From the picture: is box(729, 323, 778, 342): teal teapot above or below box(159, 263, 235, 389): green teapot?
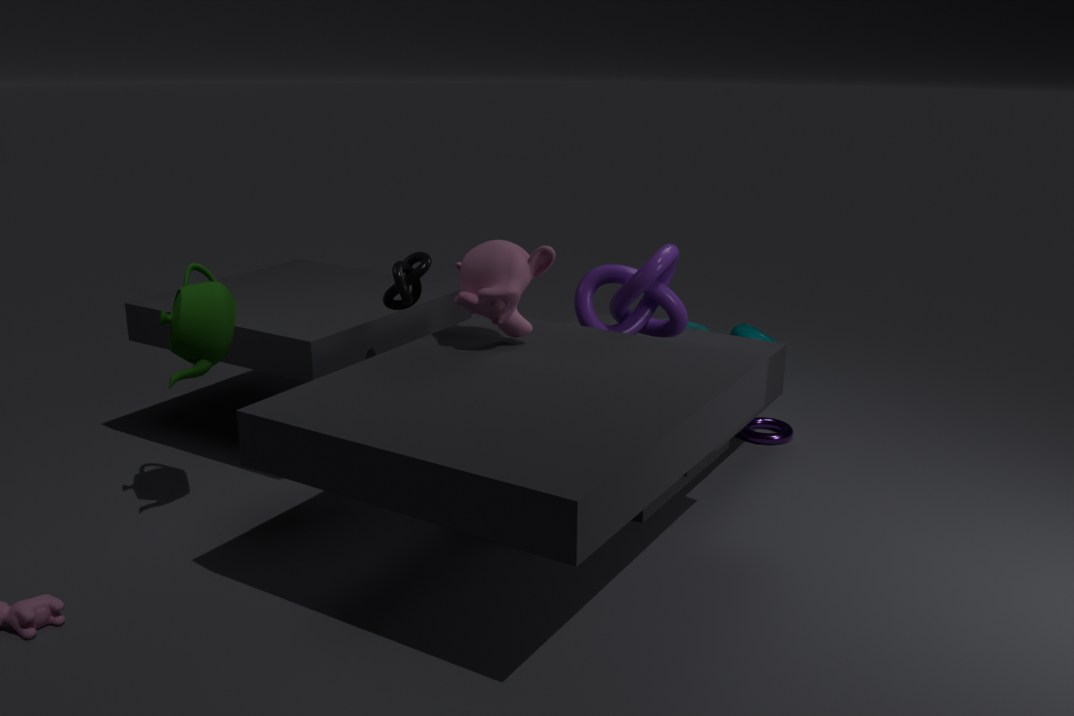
below
